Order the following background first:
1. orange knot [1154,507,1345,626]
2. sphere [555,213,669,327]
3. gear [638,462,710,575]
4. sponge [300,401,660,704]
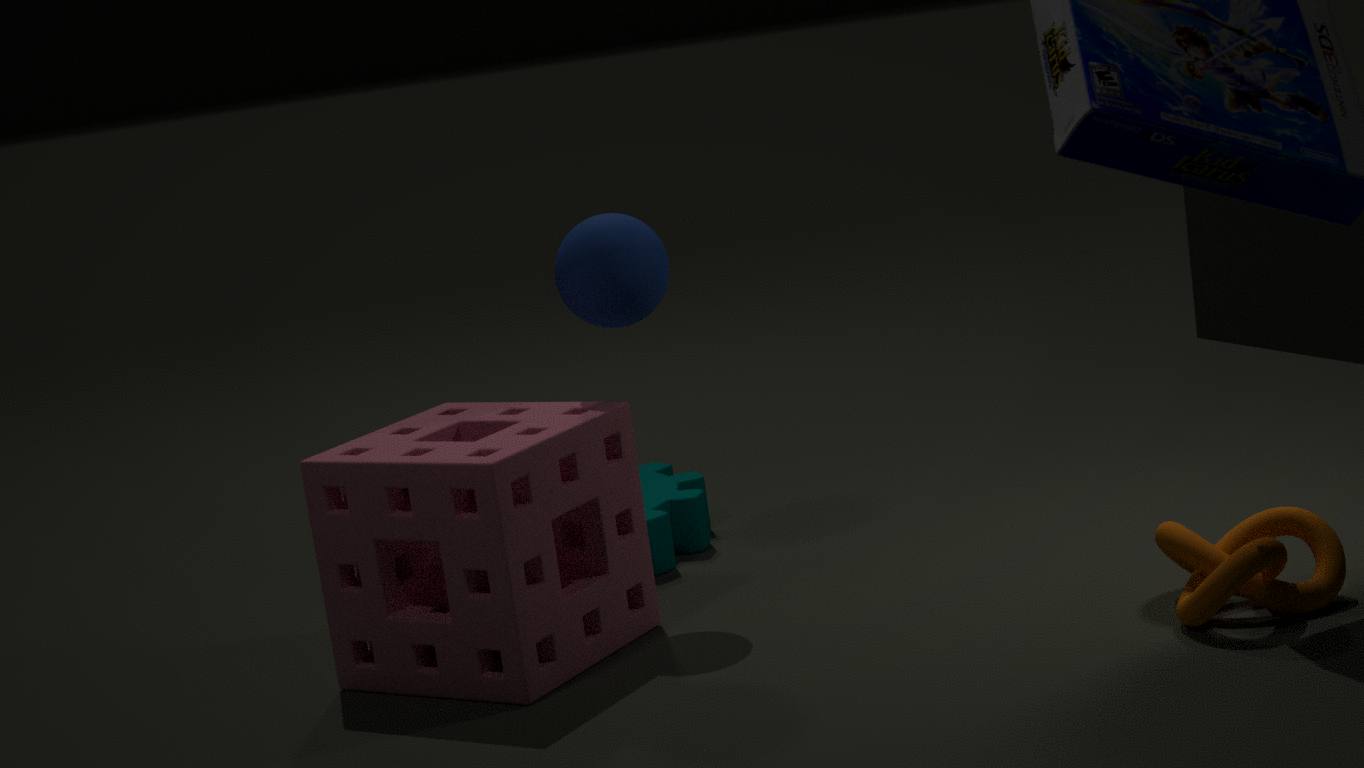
gear [638,462,710,575] → sphere [555,213,669,327] → sponge [300,401,660,704] → orange knot [1154,507,1345,626]
